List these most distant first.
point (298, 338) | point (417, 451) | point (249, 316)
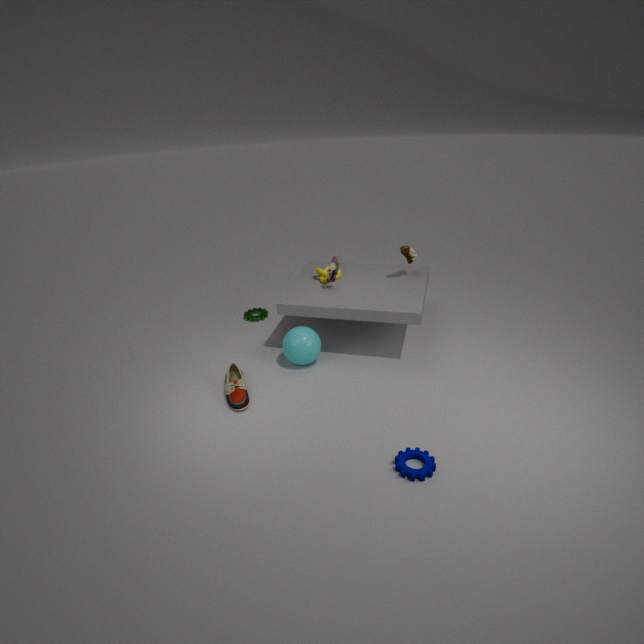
point (249, 316) < point (298, 338) < point (417, 451)
